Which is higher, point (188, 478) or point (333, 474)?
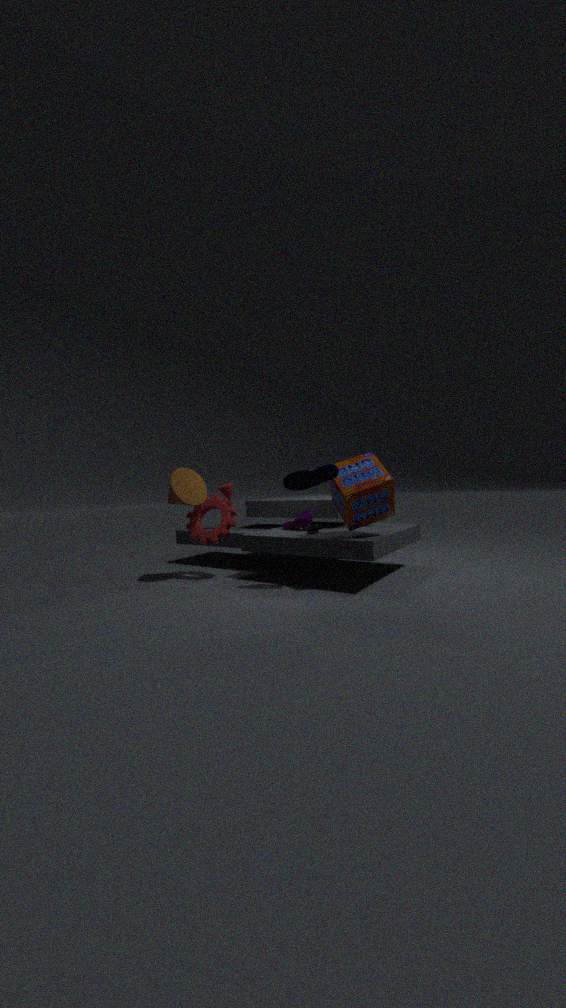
point (333, 474)
